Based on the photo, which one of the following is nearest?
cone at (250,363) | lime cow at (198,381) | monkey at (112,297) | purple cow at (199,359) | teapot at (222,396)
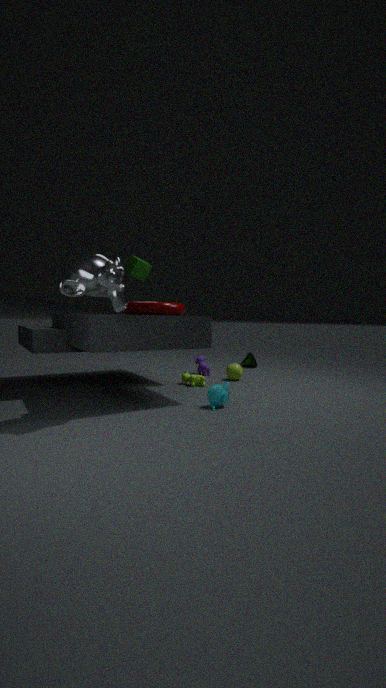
monkey at (112,297)
